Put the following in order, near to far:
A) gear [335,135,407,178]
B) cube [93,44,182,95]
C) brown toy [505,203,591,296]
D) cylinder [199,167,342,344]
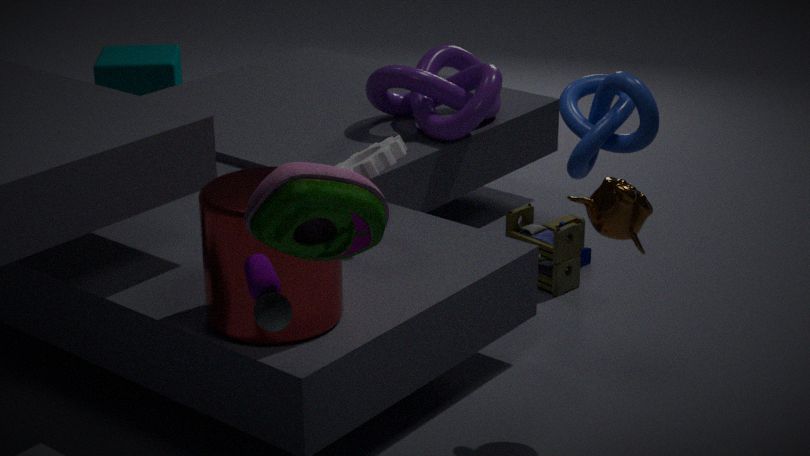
D. cylinder [199,167,342,344] → A. gear [335,135,407,178] → C. brown toy [505,203,591,296] → B. cube [93,44,182,95]
